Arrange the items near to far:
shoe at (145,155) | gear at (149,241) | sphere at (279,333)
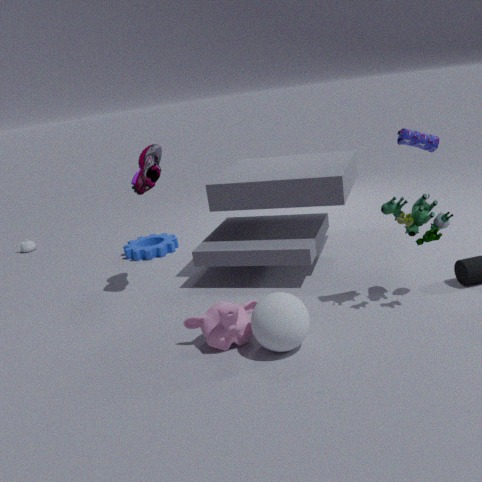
sphere at (279,333) → shoe at (145,155) → gear at (149,241)
